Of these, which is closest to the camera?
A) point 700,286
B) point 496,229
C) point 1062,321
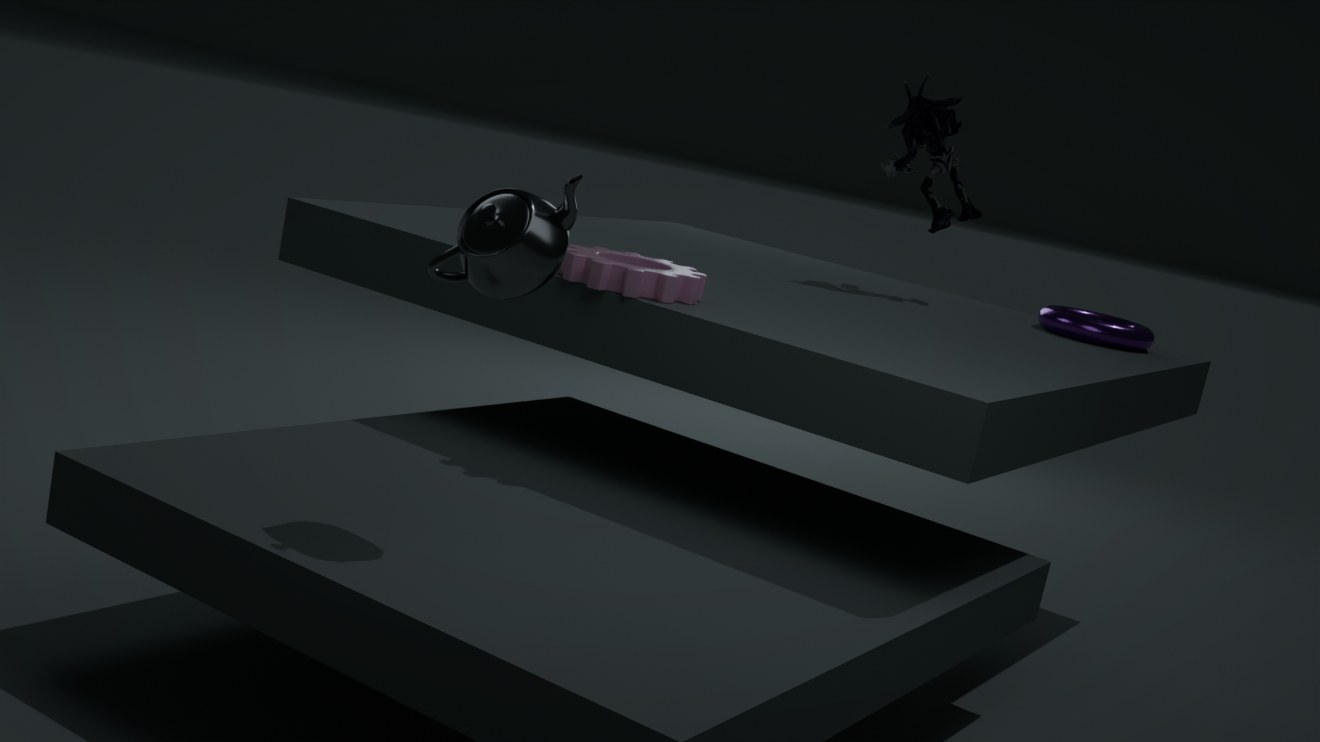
point 496,229
